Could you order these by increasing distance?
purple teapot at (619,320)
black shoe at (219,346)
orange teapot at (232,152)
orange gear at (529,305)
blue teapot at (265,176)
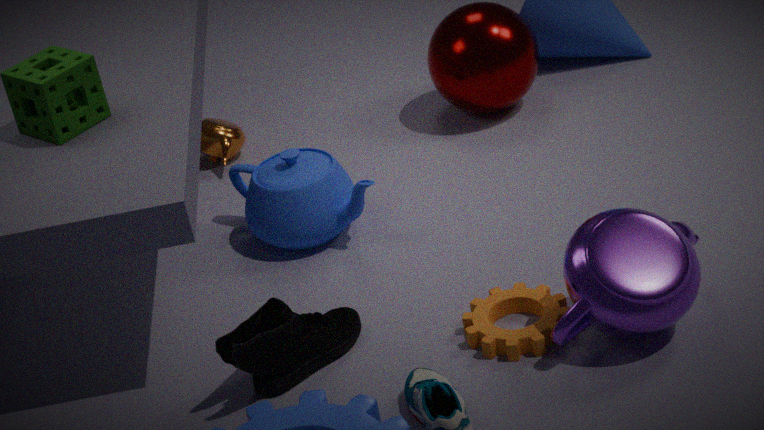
purple teapot at (619,320) < black shoe at (219,346) < orange gear at (529,305) < blue teapot at (265,176) < orange teapot at (232,152)
